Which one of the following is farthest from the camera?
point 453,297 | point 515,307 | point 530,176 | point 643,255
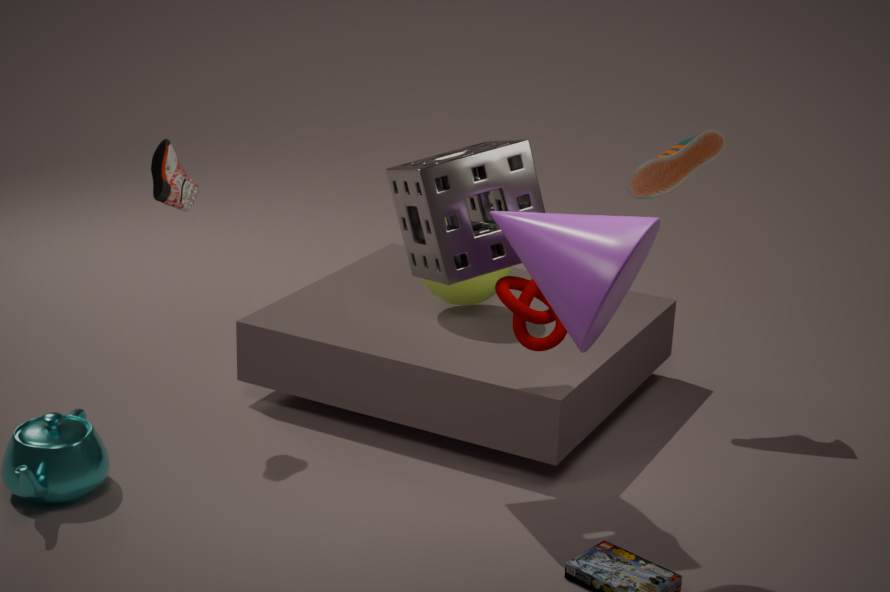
point 453,297
